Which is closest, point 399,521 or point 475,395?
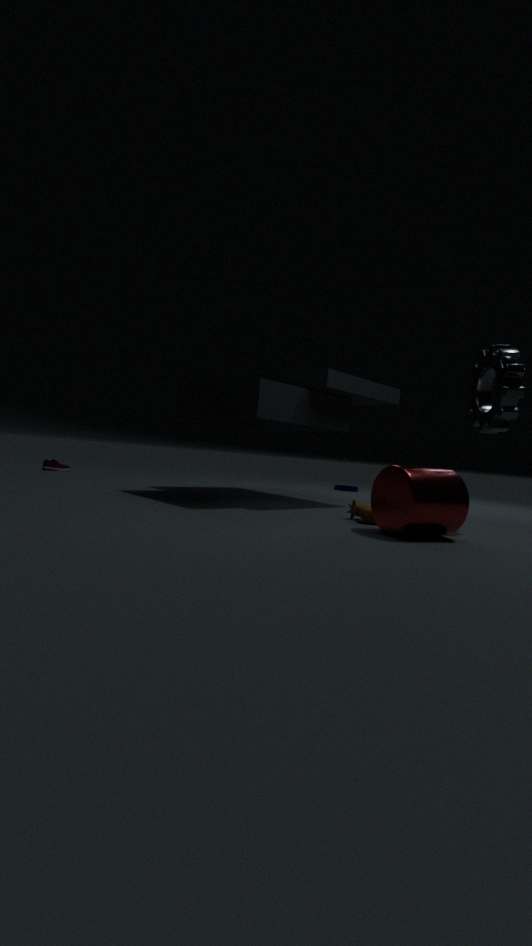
point 399,521
